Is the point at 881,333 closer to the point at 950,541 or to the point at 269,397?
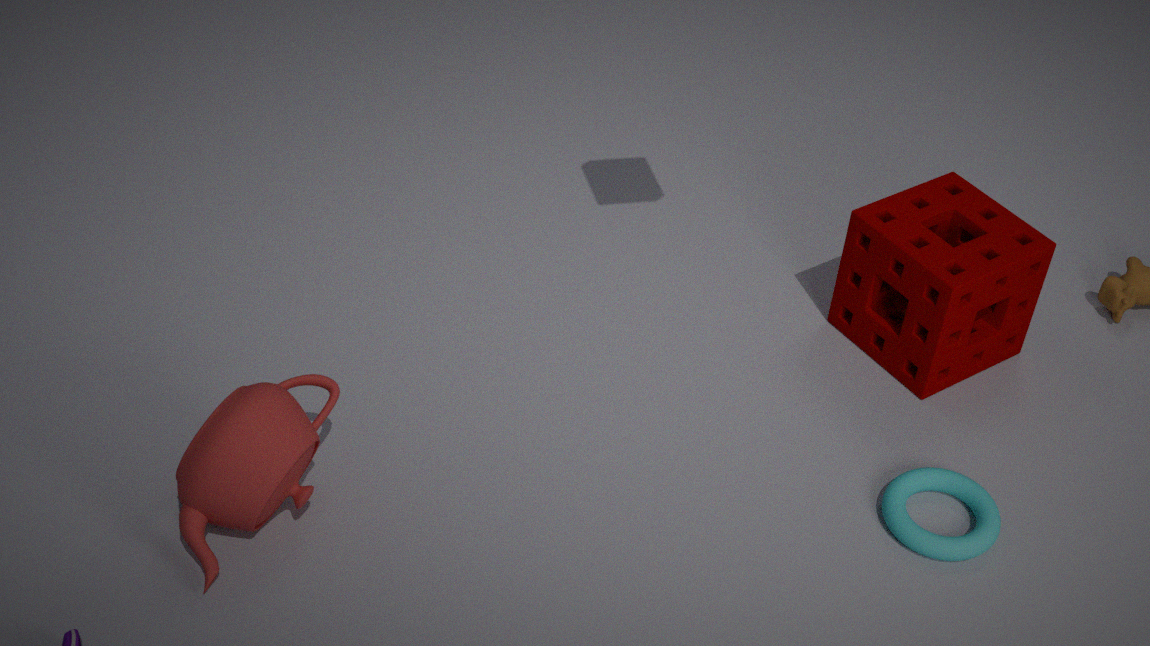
the point at 950,541
